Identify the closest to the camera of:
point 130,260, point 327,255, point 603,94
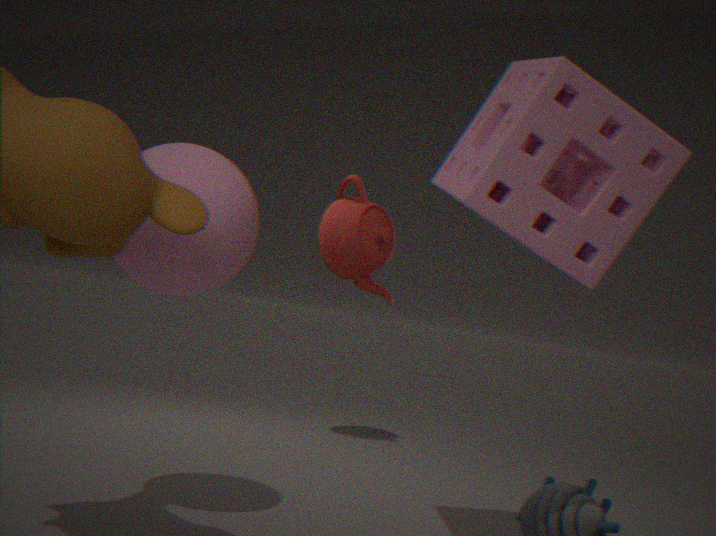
point 603,94
